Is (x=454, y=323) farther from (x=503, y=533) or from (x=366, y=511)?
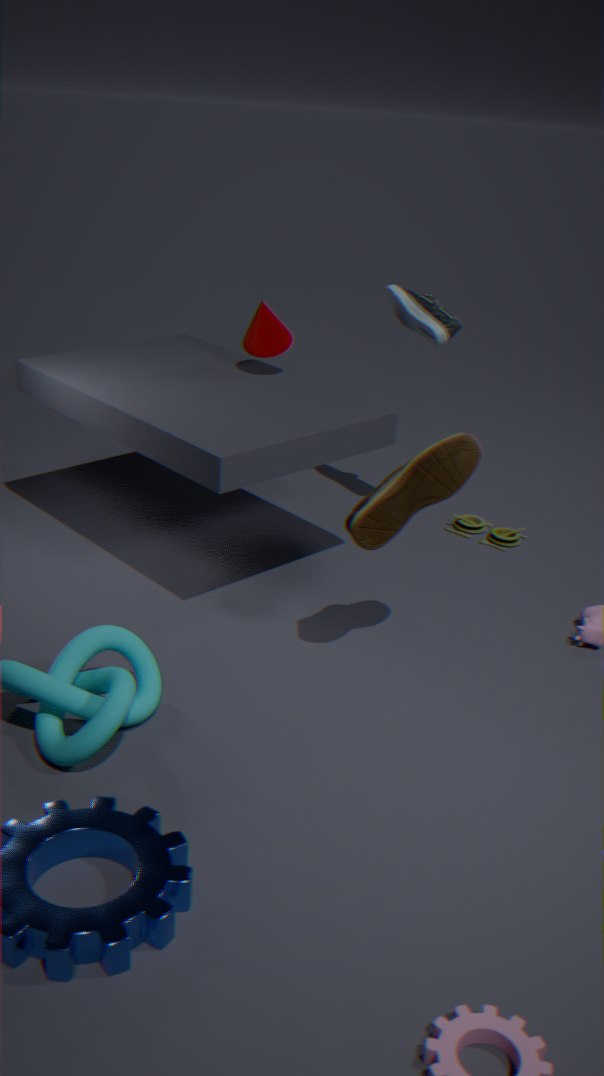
(x=366, y=511)
